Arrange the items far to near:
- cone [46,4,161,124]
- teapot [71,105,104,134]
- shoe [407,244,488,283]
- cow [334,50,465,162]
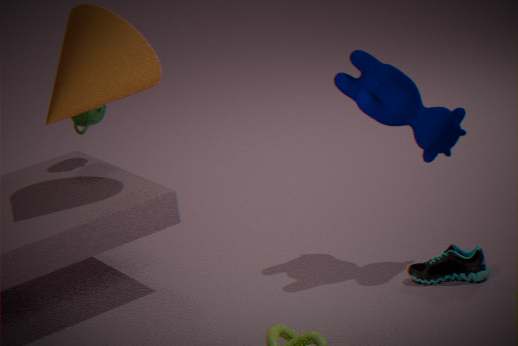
teapot [71,105,104,134]
cone [46,4,161,124]
shoe [407,244,488,283]
cow [334,50,465,162]
